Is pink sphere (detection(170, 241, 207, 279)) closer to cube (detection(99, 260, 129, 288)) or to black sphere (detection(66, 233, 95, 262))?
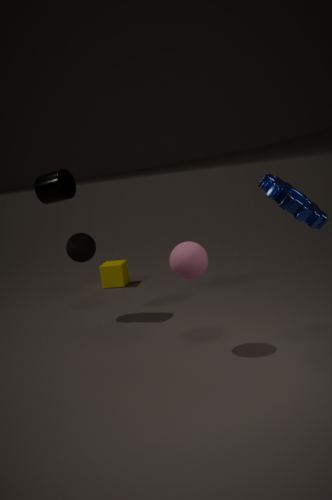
black sphere (detection(66, 233, 95, 262))
